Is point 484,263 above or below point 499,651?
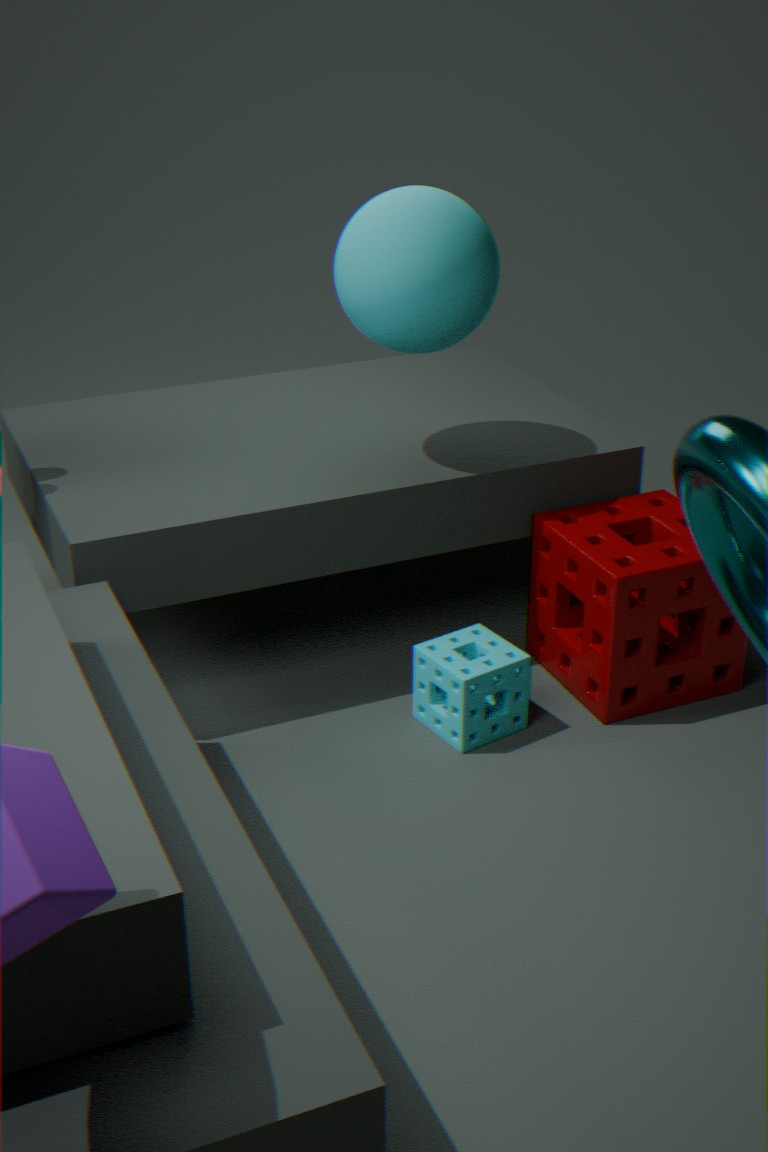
above
